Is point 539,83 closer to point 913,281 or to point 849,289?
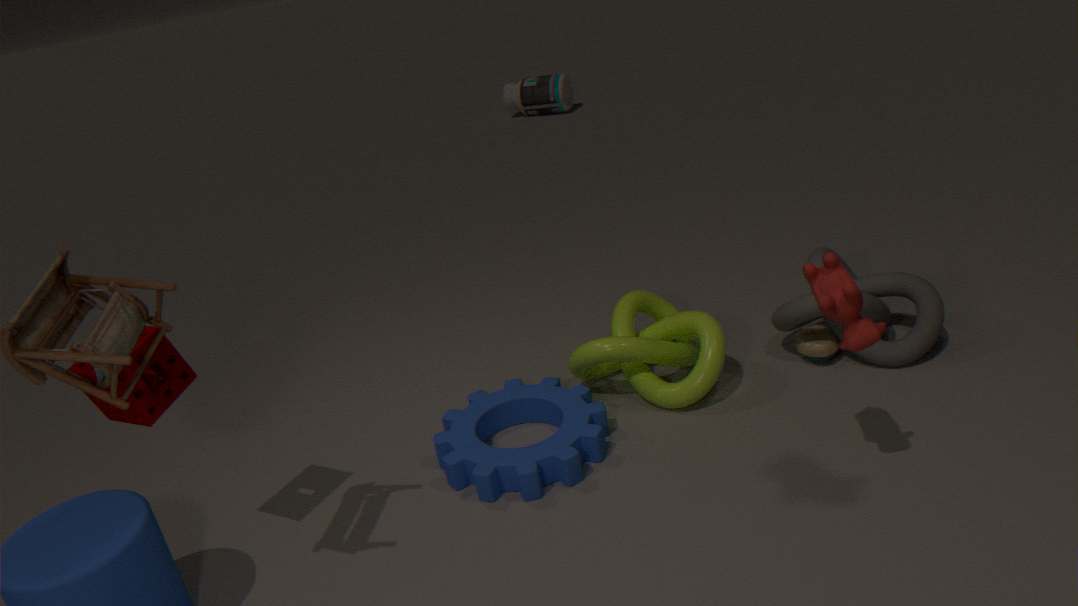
point 913,281
